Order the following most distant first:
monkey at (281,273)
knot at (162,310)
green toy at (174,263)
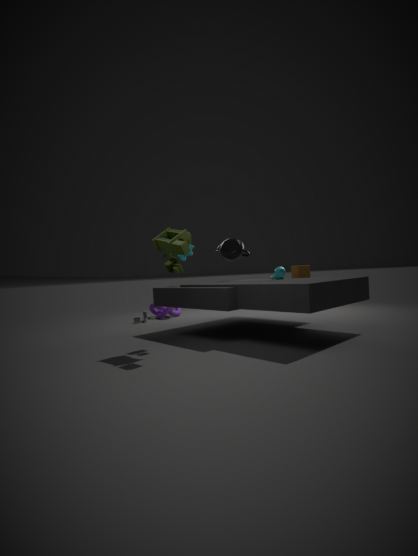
knot at (162,310), monkey at (281,273), green toy at (174,263)
